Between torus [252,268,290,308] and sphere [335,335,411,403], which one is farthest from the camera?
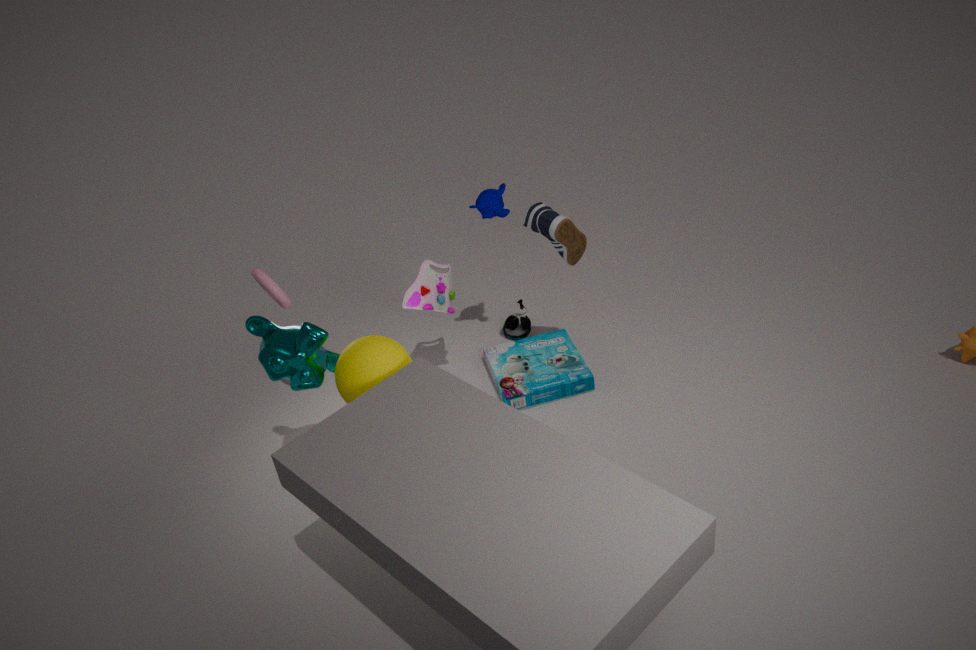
torus [252,268,290,308]
